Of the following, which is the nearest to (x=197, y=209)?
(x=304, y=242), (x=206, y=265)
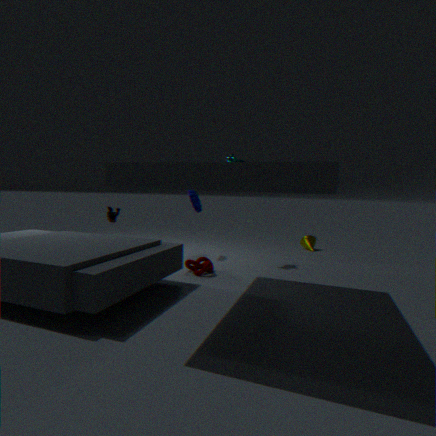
(x=206, y=265)
